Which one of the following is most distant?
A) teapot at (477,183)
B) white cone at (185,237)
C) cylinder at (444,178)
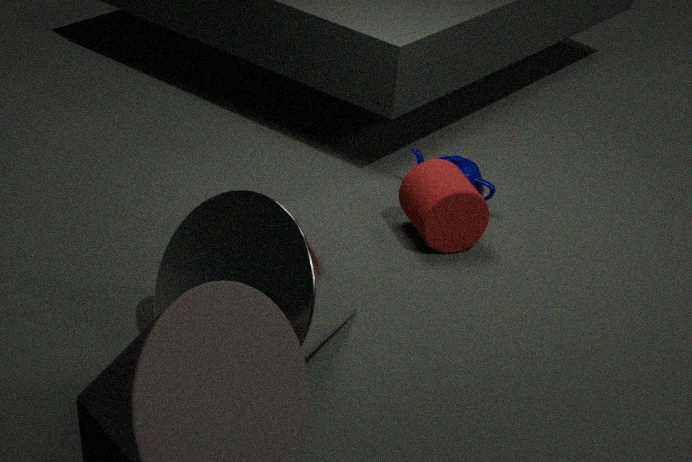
teapot at (477,183)
